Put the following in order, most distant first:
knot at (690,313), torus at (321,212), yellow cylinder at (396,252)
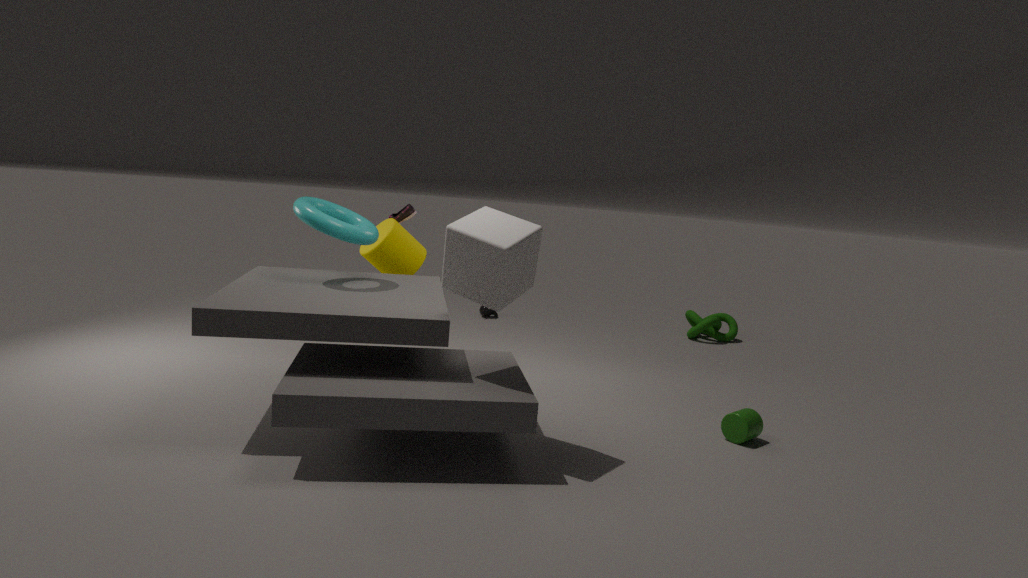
1. knot at (690,313)
2. yellow cylinder at (396,252)
3. torus at (321,212)
